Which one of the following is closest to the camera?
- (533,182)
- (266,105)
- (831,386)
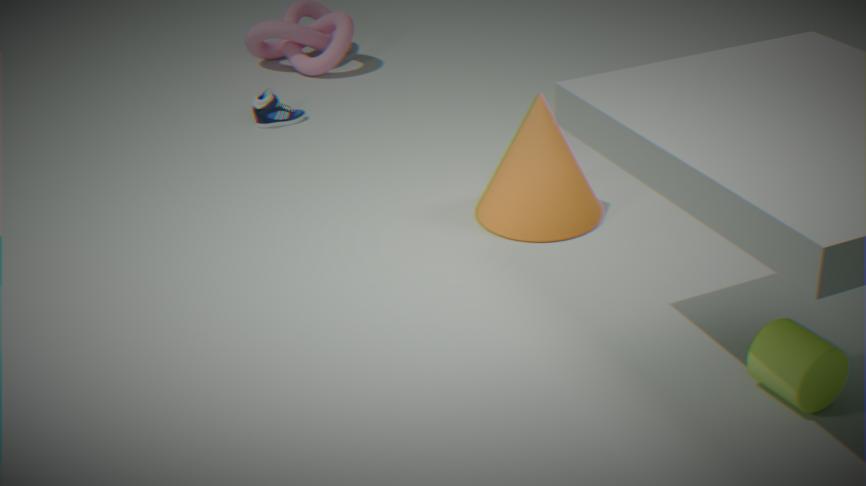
(831,386)
